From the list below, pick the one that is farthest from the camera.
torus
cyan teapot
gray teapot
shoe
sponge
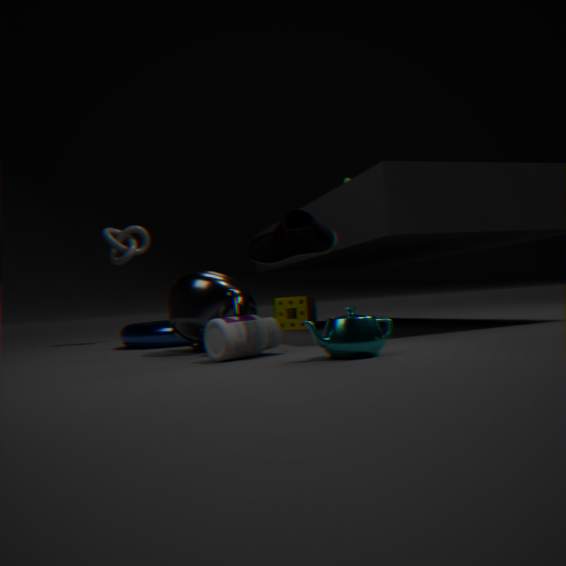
sponge
